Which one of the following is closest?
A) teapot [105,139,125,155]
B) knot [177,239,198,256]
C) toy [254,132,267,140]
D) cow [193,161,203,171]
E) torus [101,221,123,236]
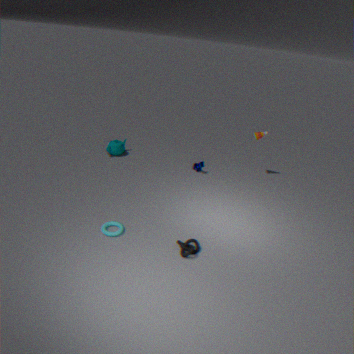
knot [177,239,198,256]
